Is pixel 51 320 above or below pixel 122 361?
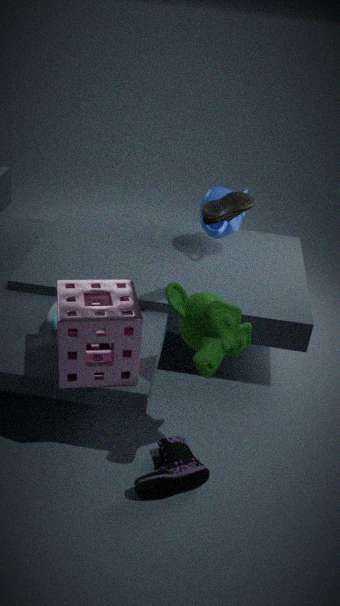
below
